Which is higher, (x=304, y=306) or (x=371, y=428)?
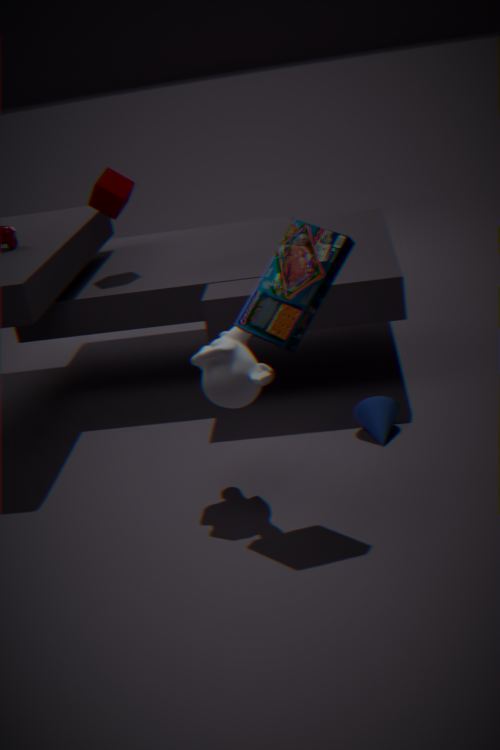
(x=304, y=306)
